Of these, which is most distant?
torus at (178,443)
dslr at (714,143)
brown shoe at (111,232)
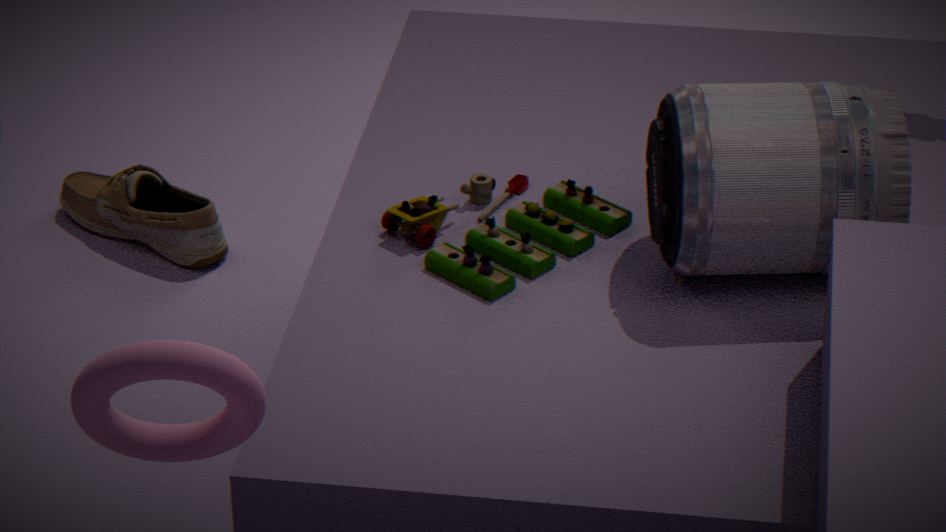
brown shoe at (111,232)
